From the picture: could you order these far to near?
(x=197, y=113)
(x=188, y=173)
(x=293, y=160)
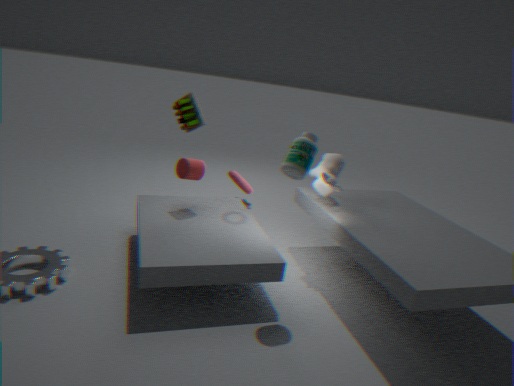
(x=197, y=113) → (x=188, y=173) → (x=293, y=160)
